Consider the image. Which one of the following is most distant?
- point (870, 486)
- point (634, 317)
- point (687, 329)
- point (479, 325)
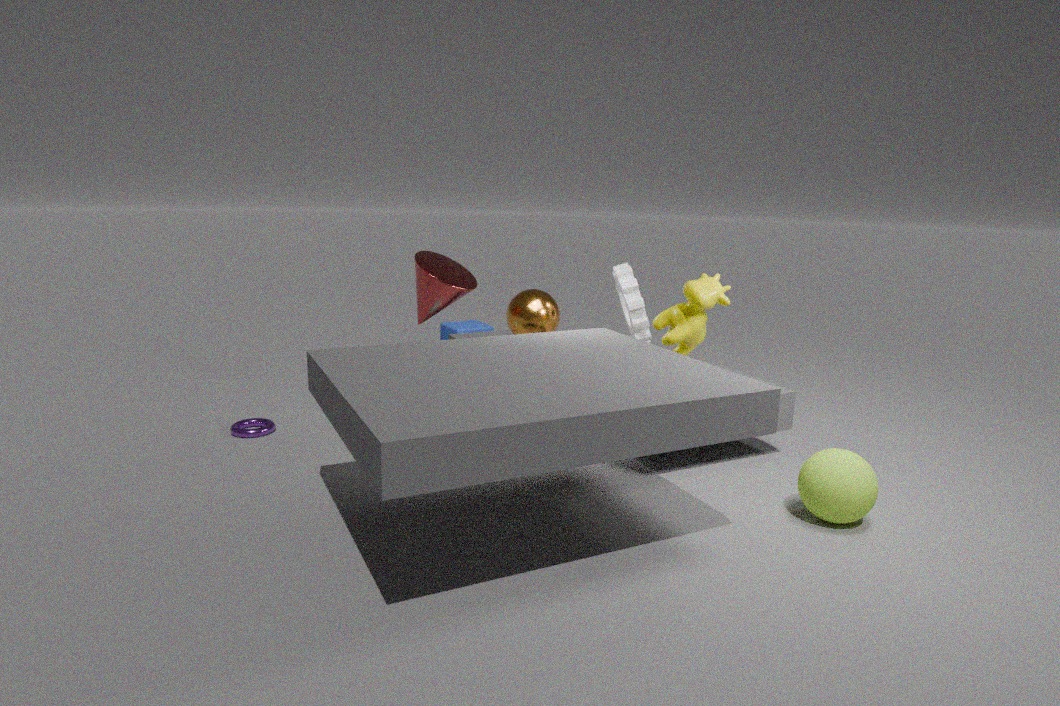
point (479, 325)
